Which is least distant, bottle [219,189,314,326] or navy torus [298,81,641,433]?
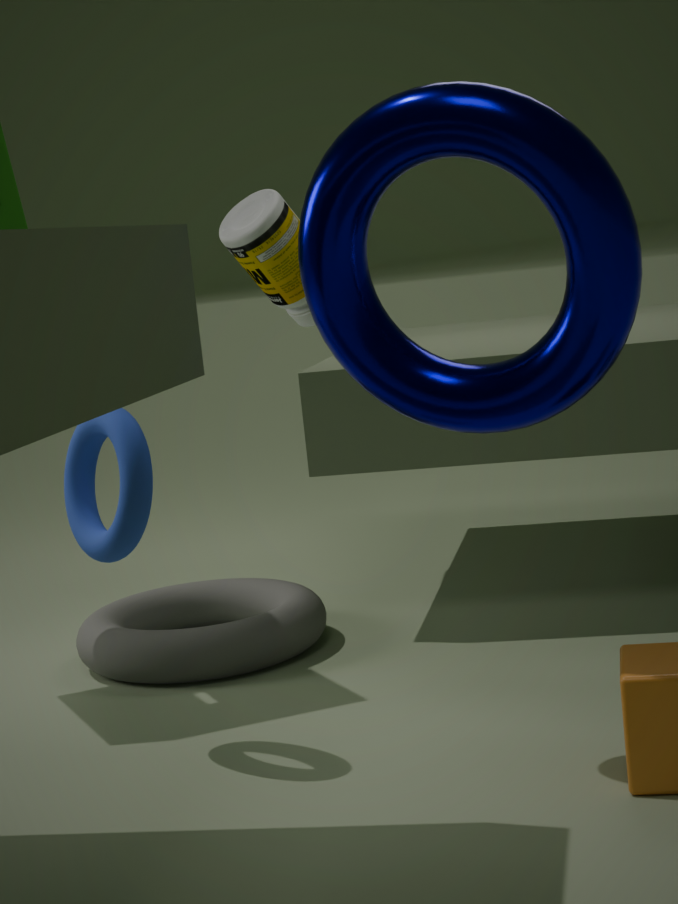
navy torus [298,81,641,433]
